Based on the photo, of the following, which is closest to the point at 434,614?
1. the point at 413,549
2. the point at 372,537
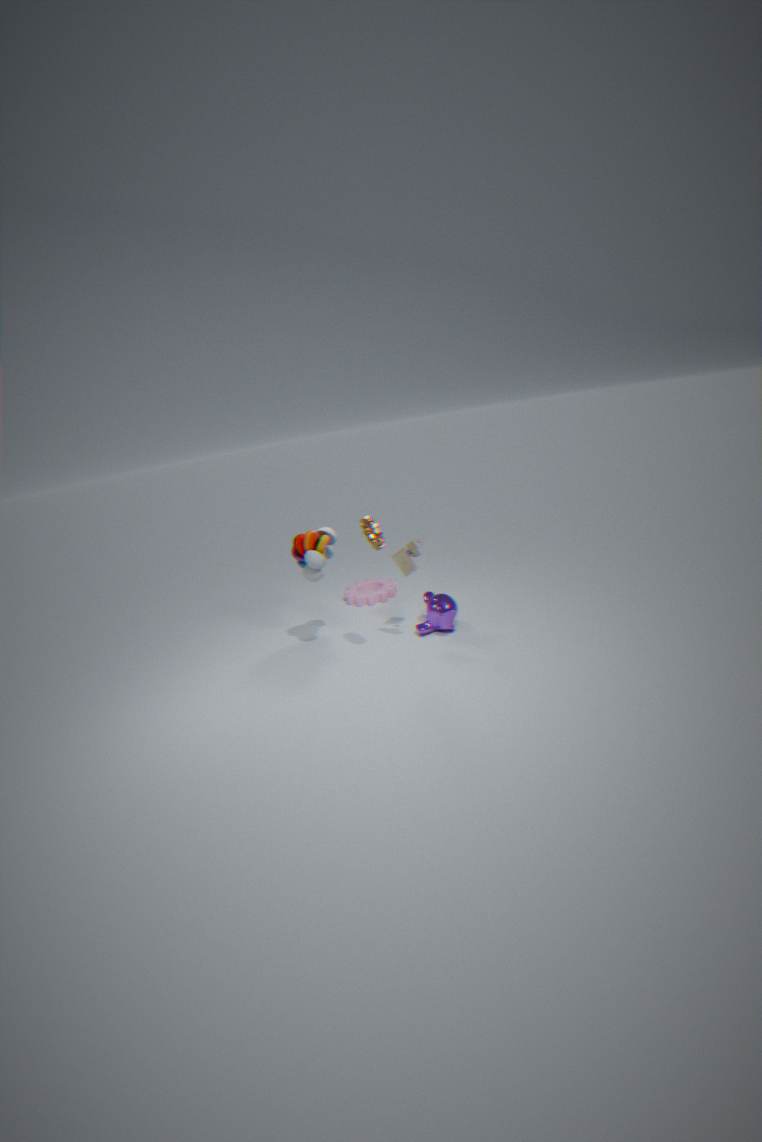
the point at 413,549
